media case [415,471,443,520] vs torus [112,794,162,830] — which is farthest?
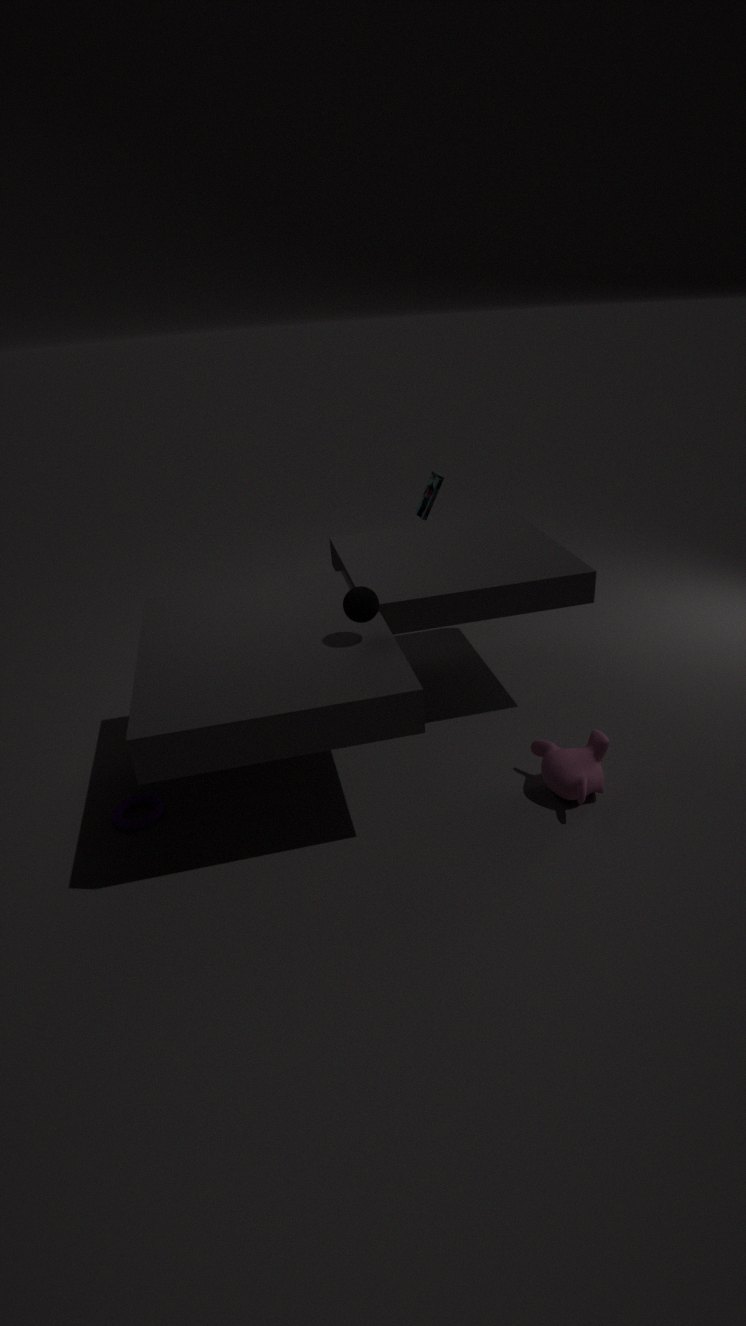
media case [415,471,443,520]
